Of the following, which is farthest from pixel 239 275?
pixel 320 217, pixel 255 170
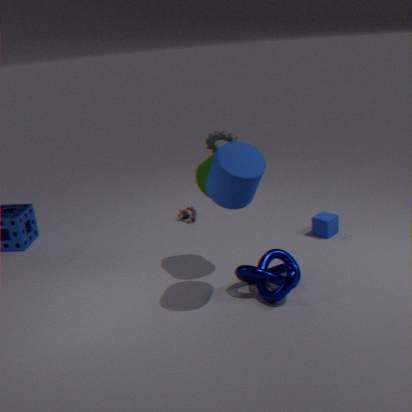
pixel 320 217
